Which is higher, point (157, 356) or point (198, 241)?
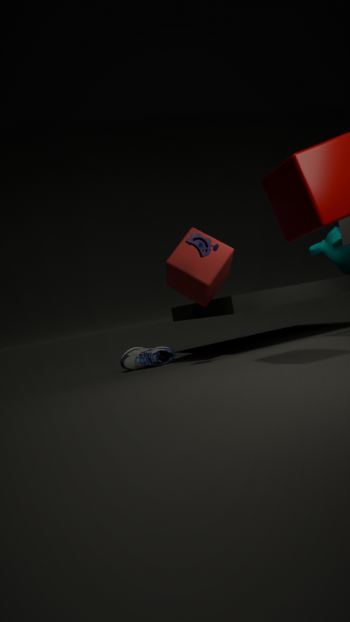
point (198, 241)
